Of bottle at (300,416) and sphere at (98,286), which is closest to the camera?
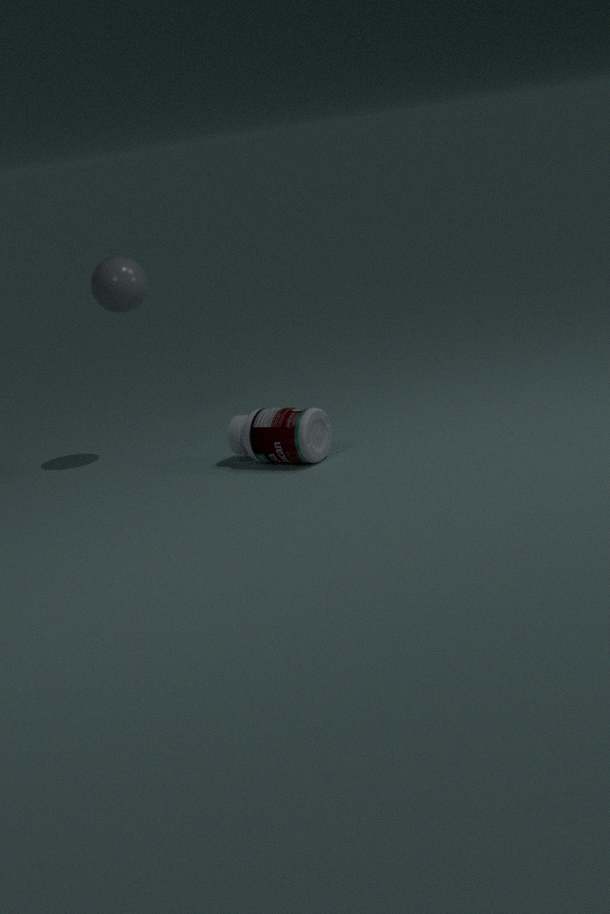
bottle at (300,416)
